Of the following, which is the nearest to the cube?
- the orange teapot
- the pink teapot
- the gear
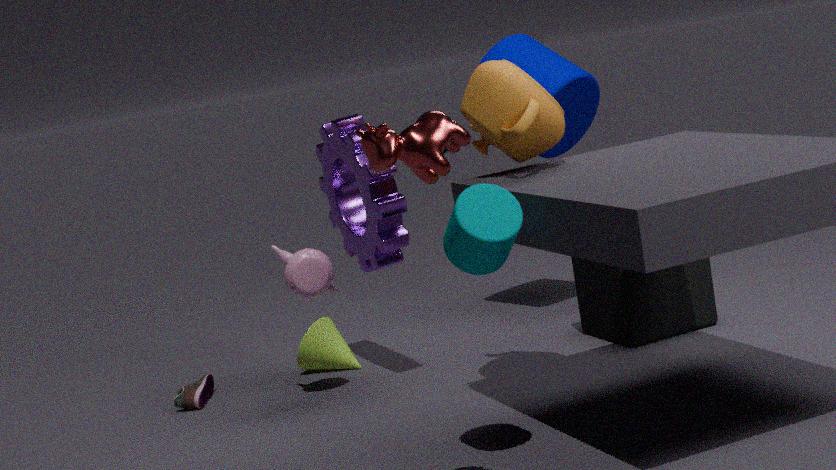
the orange teapot
